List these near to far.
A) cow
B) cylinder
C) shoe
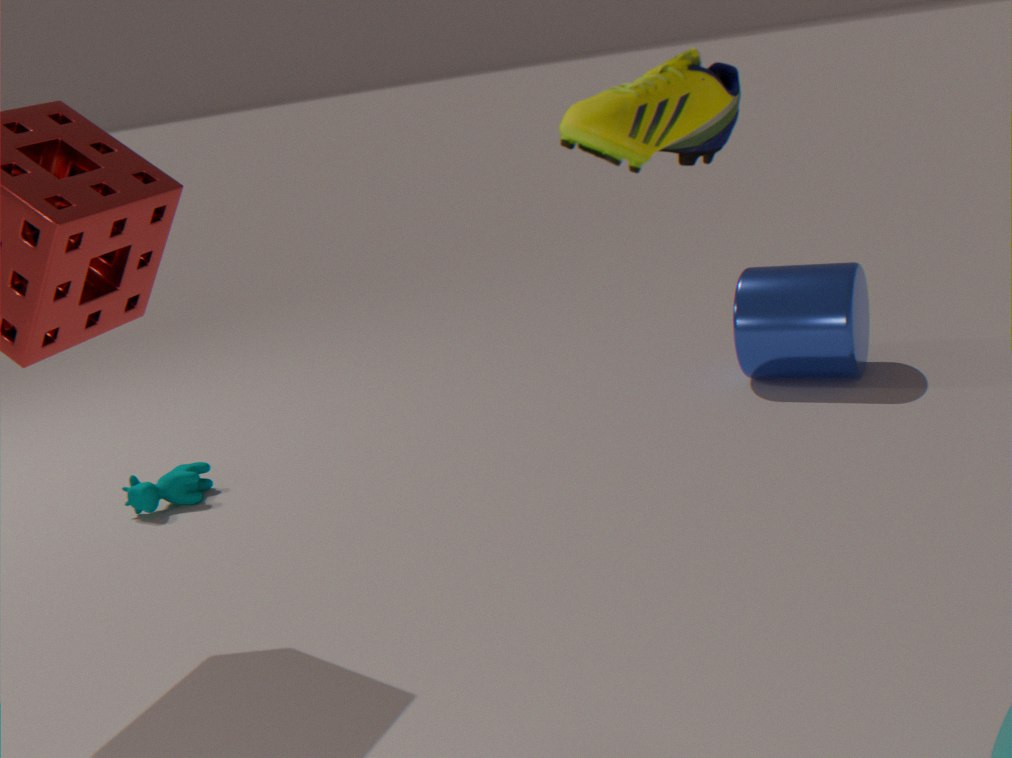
C. shoe, A. cow, B. cylinder
